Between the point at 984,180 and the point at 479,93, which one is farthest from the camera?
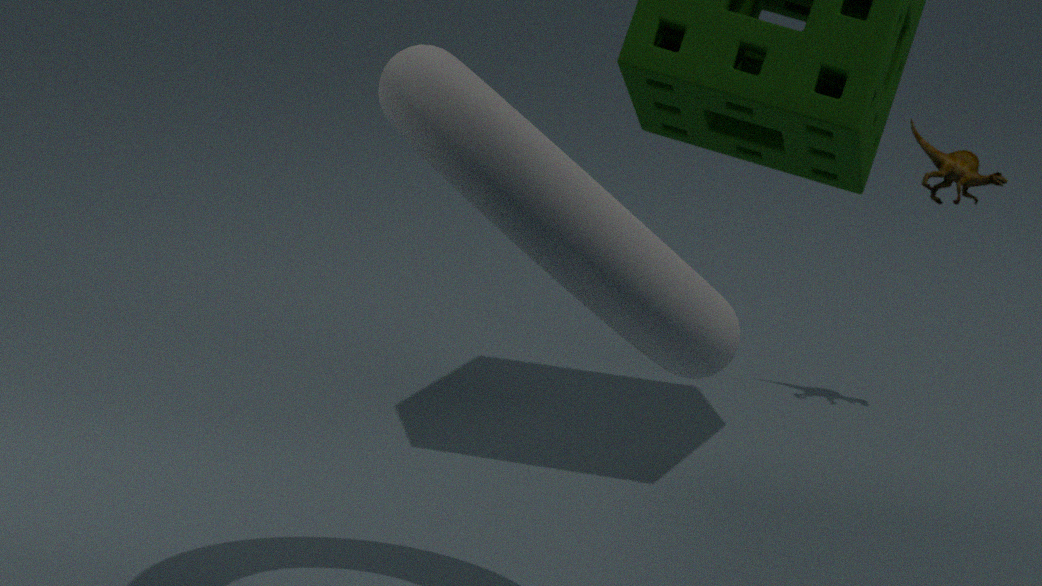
the point at 984,180
